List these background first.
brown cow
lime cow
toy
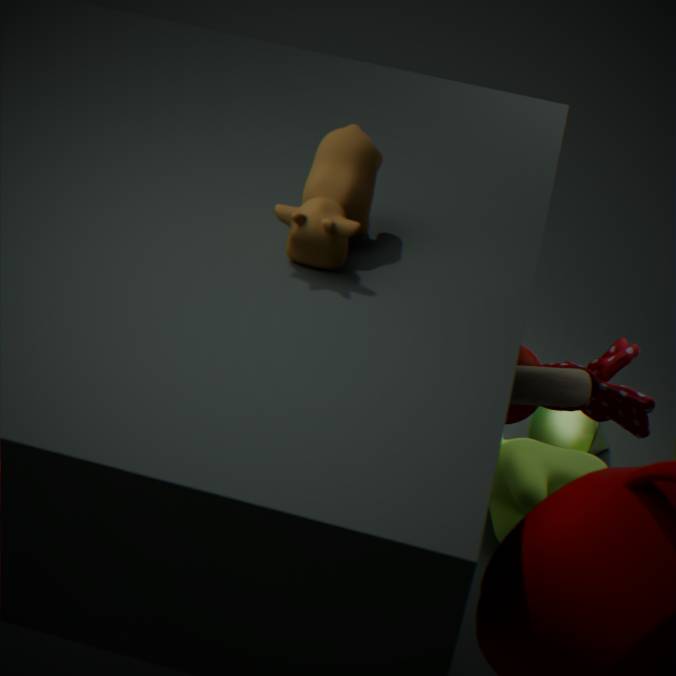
lime cow < toy < brown cow
